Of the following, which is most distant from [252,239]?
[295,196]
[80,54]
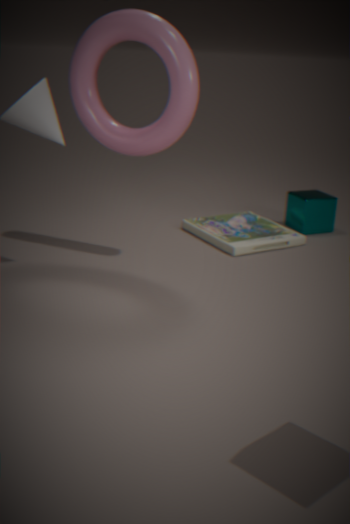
[80,54]
